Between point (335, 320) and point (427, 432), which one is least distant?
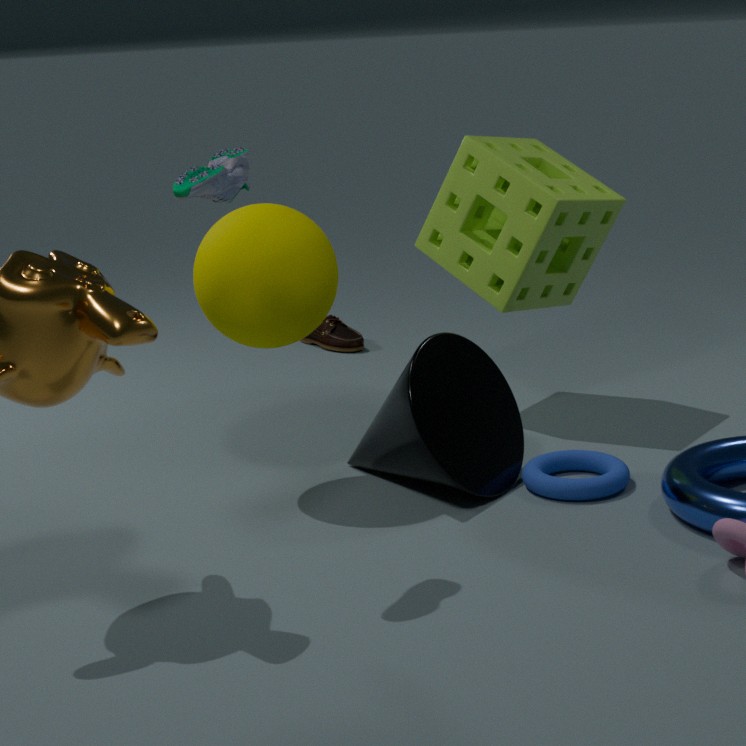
point (427, 432)
